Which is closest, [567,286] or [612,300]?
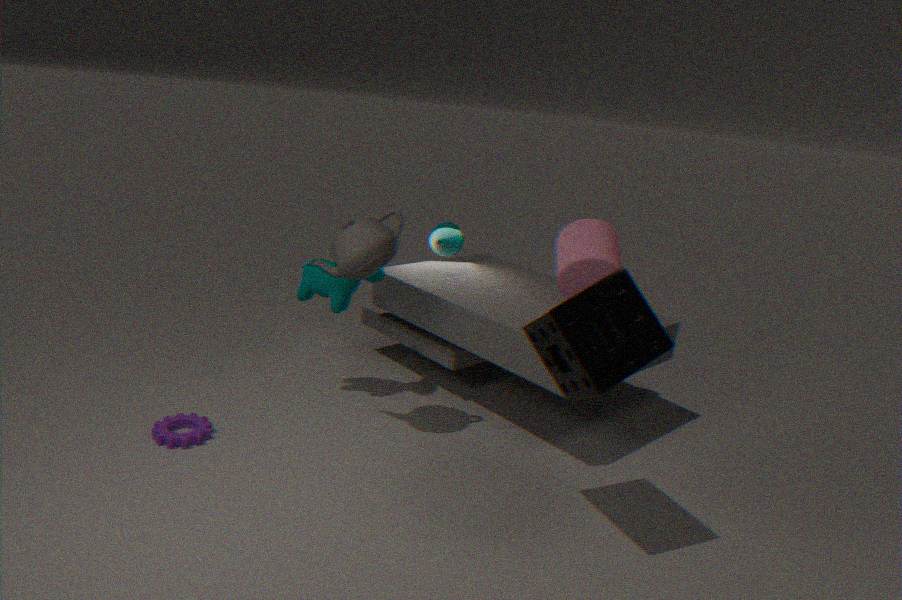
[612,300]
